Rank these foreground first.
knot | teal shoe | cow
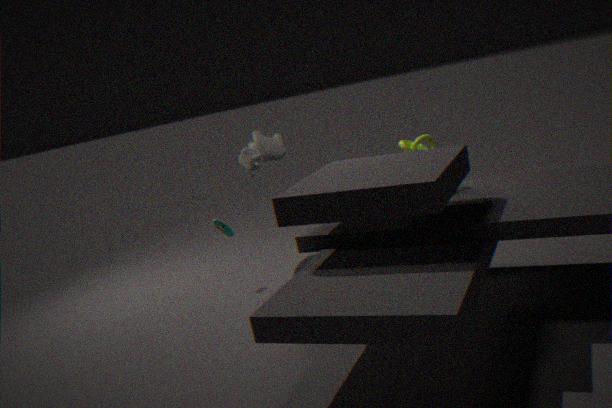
knot
teal shoe
cow
